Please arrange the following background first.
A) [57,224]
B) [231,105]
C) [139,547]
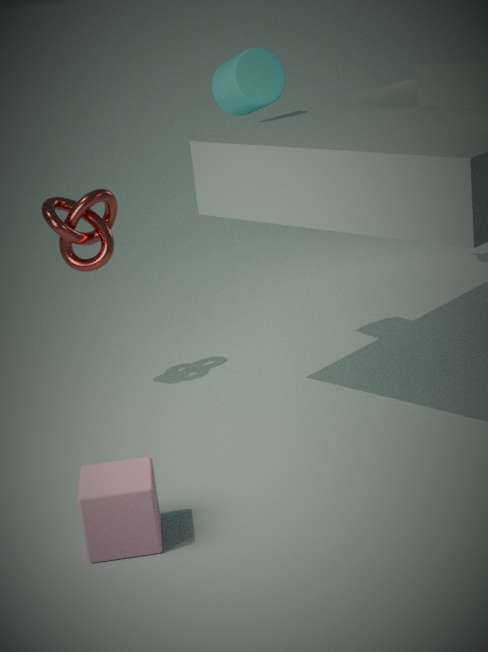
[231,105]
[57,224]
[139,547]
